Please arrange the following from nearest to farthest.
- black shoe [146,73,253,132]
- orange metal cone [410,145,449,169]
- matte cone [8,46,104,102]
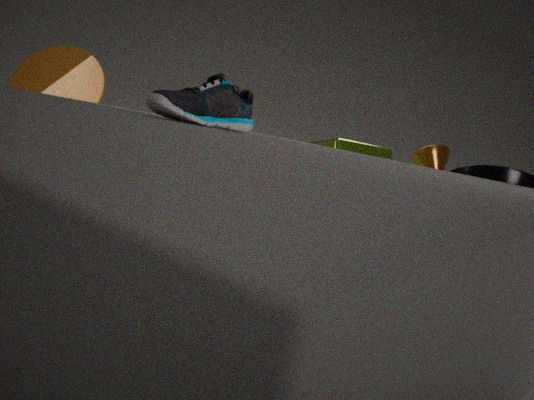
black shoe [146,73,253,132] → matte cone [8,46,104,102] → orange metal cone [410,145,449,169]
